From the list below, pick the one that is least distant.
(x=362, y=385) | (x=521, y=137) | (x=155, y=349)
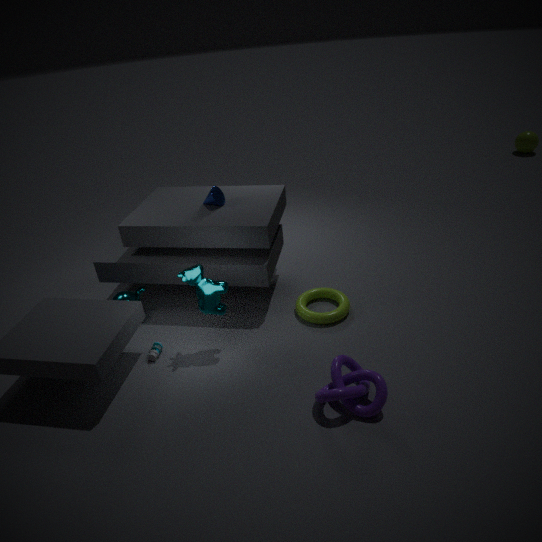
(x=362, y=385)
